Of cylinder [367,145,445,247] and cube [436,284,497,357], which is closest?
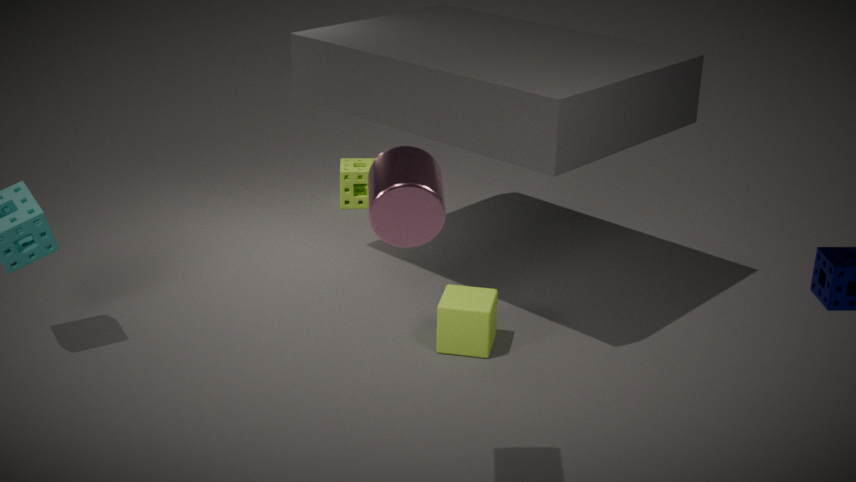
cylinder [367,145,445,247]
